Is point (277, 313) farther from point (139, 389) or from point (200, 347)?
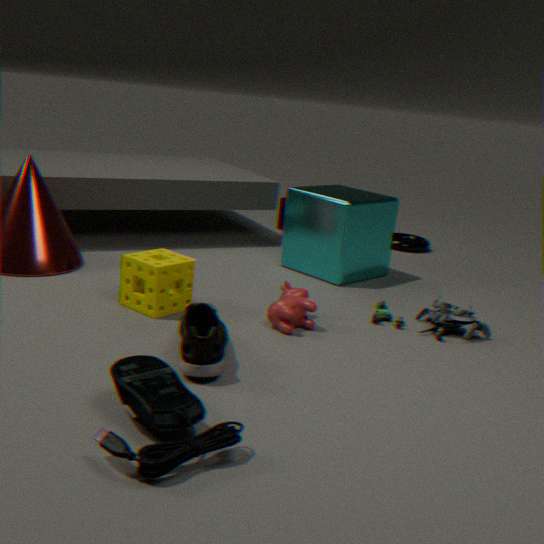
point (139, 389)
